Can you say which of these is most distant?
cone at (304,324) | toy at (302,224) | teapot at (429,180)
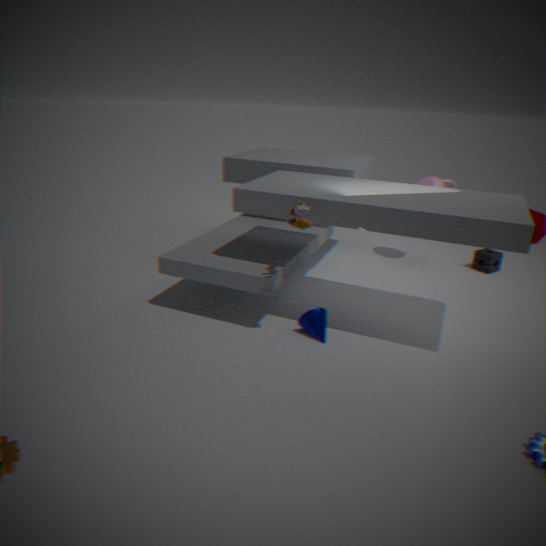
teapot at (429,180)
